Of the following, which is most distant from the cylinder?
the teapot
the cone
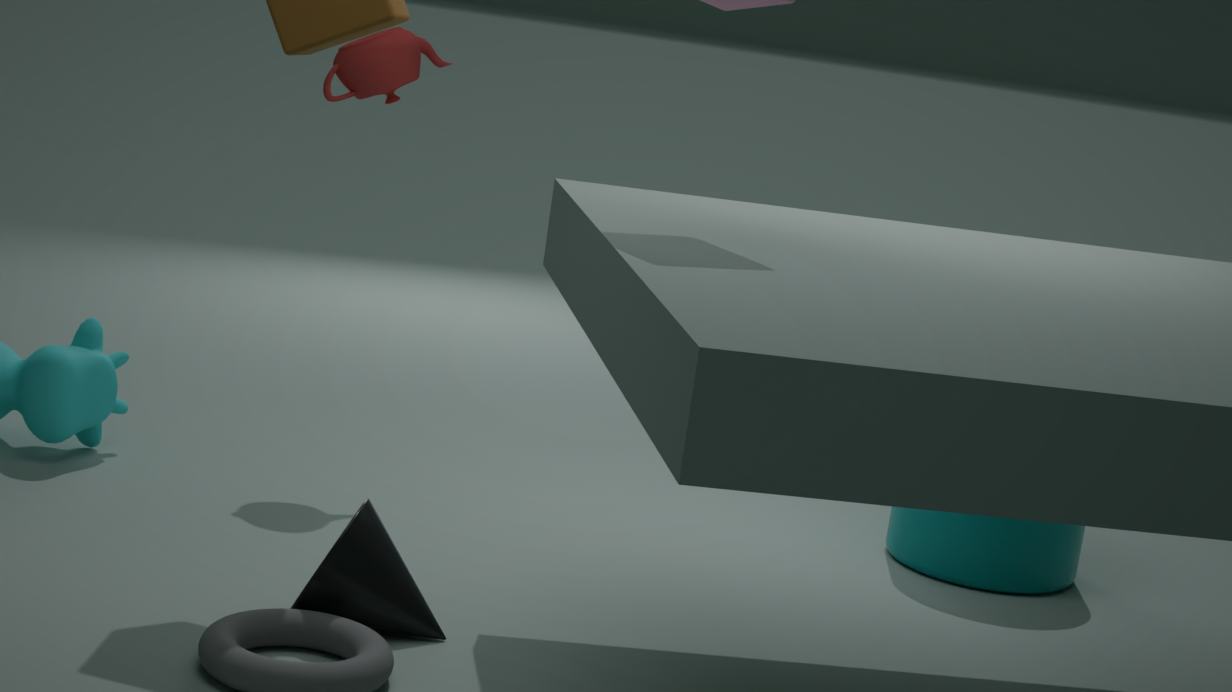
the cone
